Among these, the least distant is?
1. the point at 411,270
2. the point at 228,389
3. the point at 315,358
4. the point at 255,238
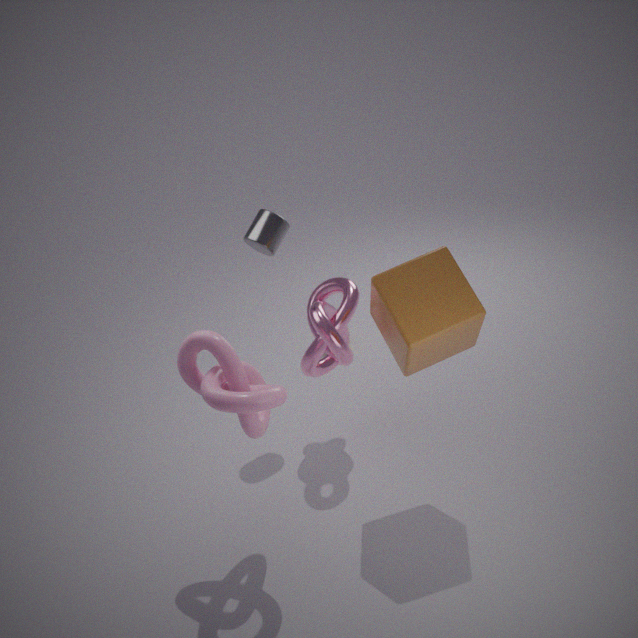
the point at 411,270
